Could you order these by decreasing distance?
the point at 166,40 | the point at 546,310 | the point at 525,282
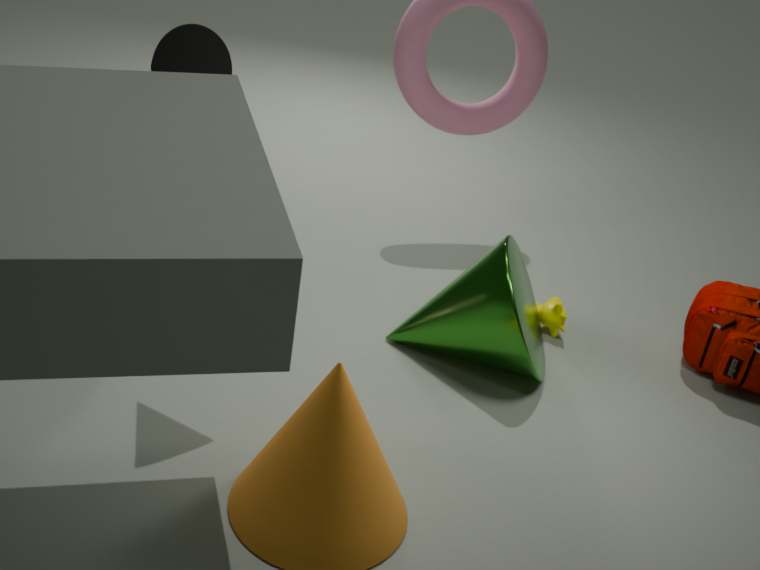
the point at 546,310, the point at 525,282, the point at 166,40
